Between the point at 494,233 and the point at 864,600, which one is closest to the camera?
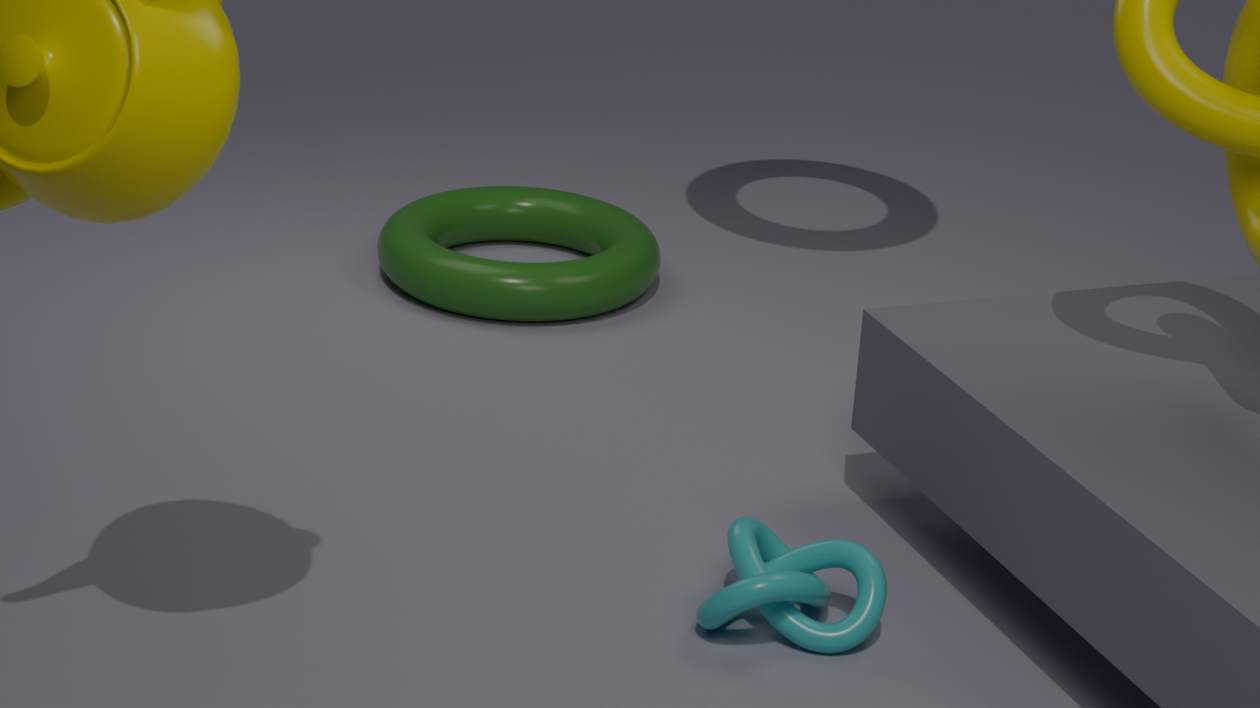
the point at 864,600
